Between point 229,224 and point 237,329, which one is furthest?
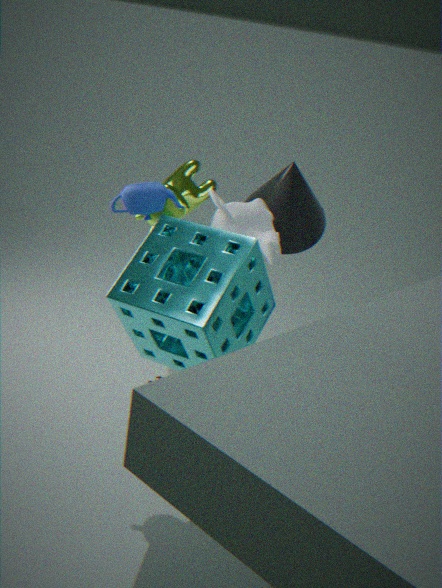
point 229,224
